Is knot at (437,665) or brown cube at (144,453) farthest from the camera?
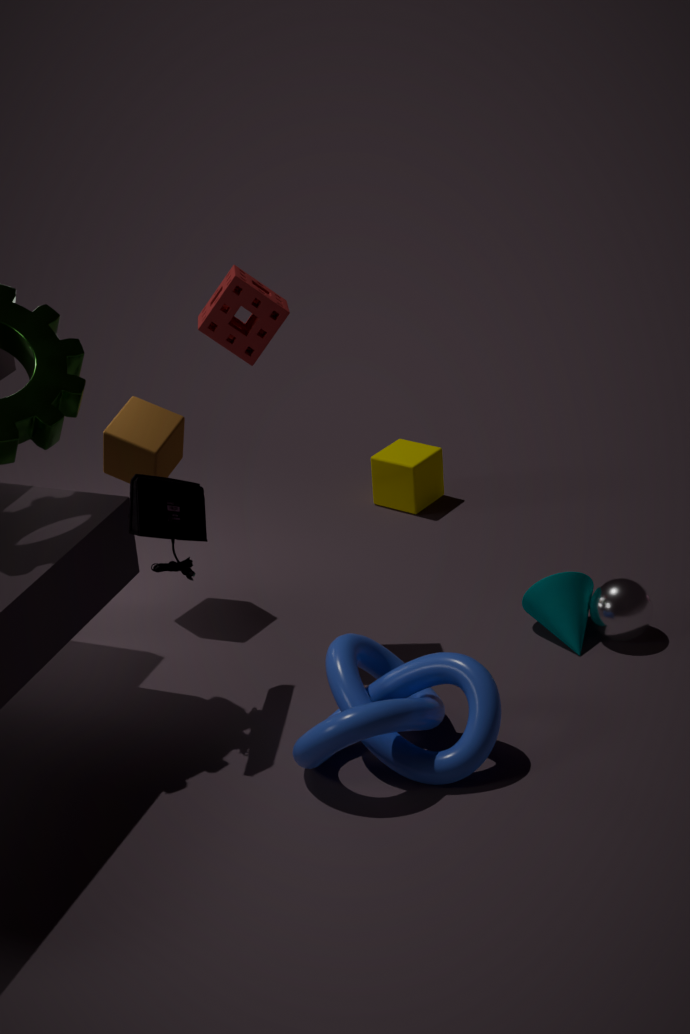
brown cube at (144,453)
